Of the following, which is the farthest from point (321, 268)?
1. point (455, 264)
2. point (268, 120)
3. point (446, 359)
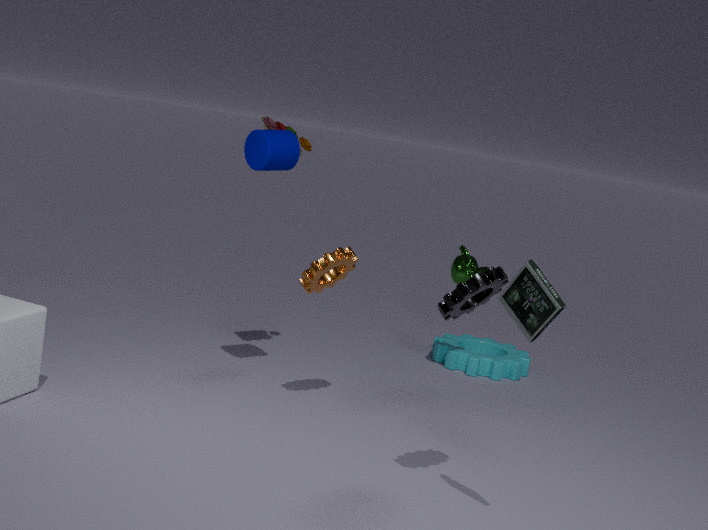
point (446, 359)
